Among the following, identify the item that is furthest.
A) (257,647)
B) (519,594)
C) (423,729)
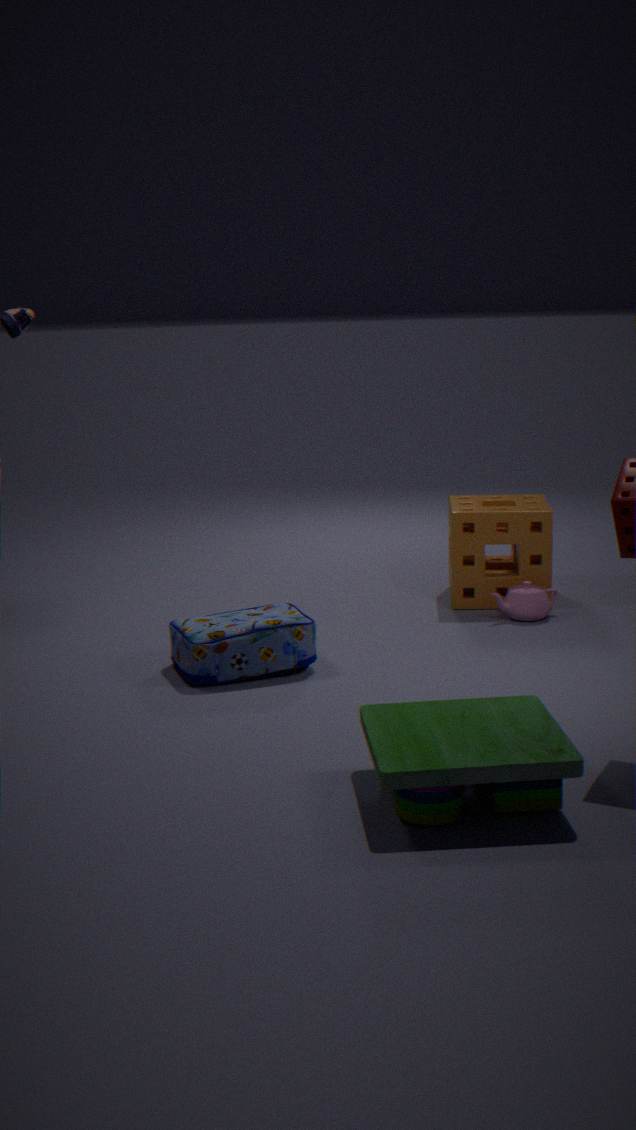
(519,594)
